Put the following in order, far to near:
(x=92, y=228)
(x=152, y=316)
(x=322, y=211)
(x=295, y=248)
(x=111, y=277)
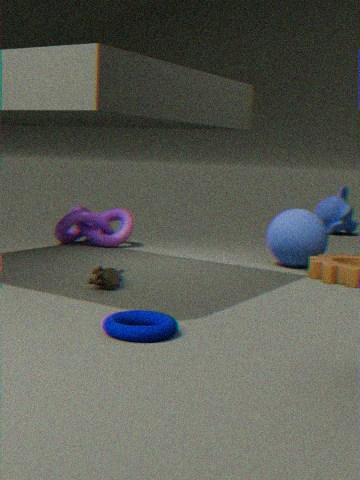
1. (x=322, y=211)
2. (x=92, y=228)
3. (x=295, y=248)
4. (x=111, y=277)
5. (x=152, y=316)
